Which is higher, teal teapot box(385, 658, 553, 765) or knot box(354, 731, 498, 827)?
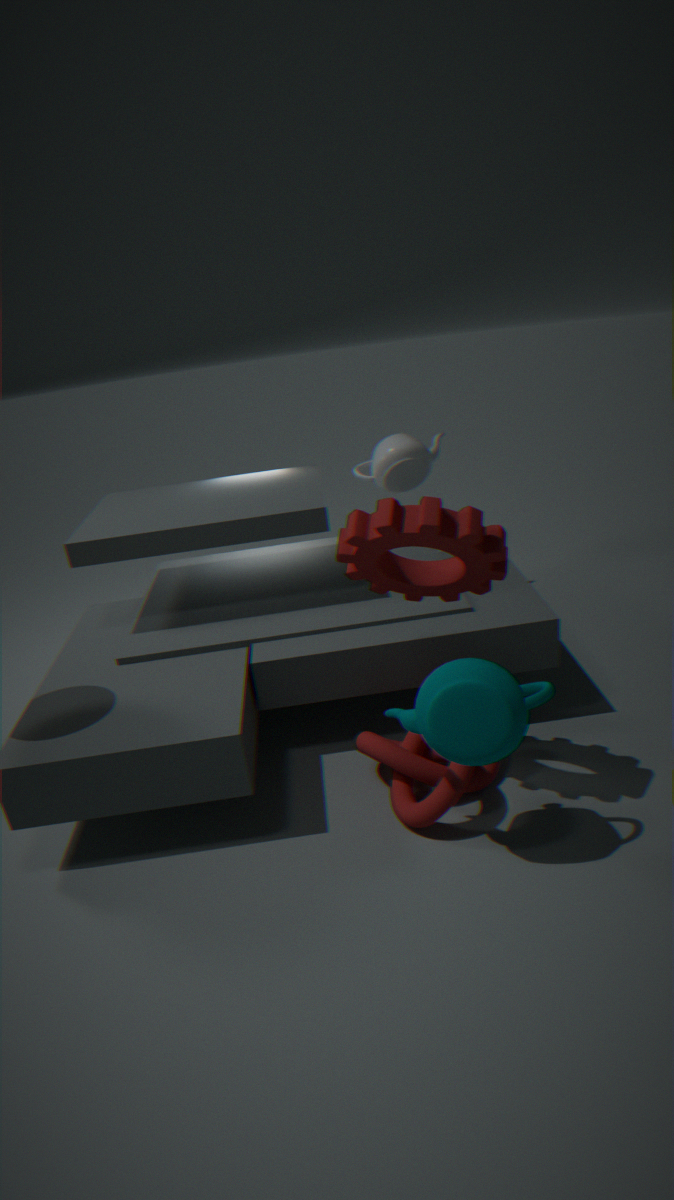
teal teapot box(385, 658, 553, 765)
